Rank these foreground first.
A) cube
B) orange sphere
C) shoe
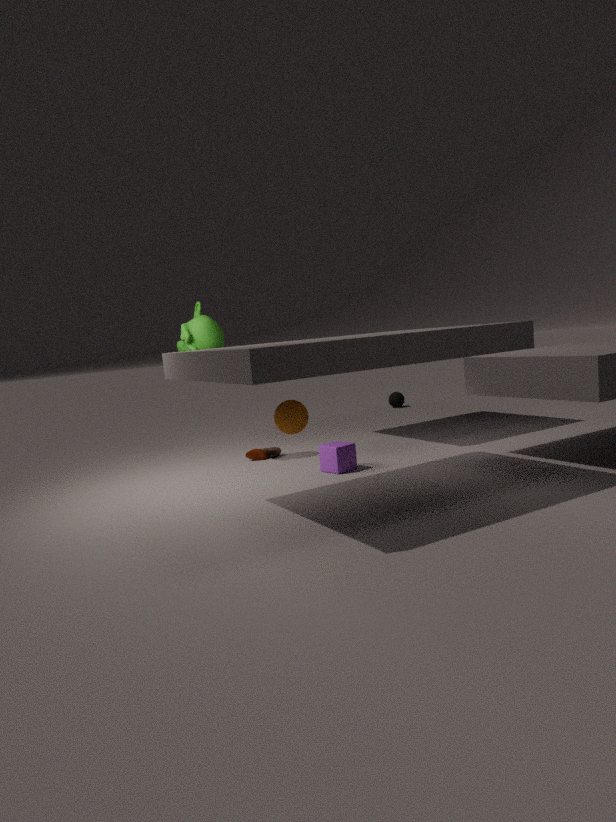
B. orange sphere, A. cube, C. shoe
